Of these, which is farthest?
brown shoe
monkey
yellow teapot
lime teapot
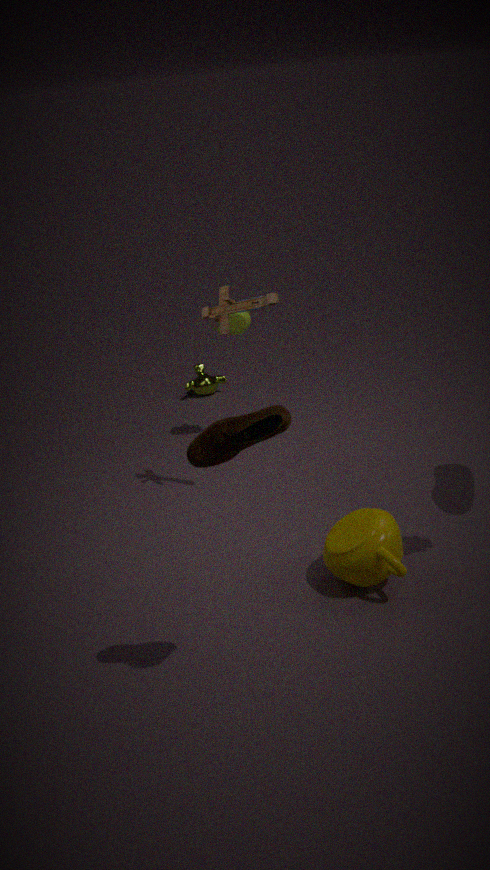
monkey
